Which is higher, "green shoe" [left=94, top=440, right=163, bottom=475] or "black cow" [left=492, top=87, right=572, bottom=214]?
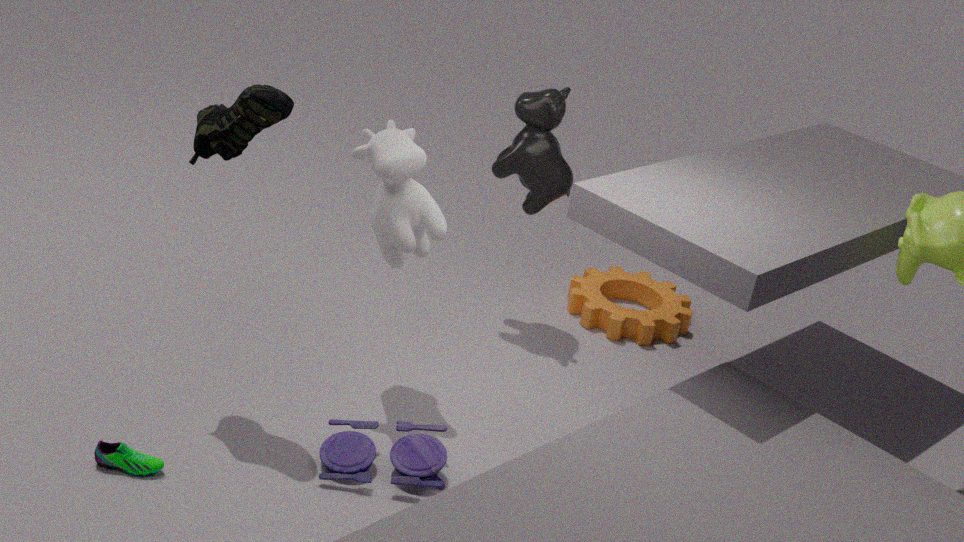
"black cow" [left=492, top=87, right=572, bottom=214]
